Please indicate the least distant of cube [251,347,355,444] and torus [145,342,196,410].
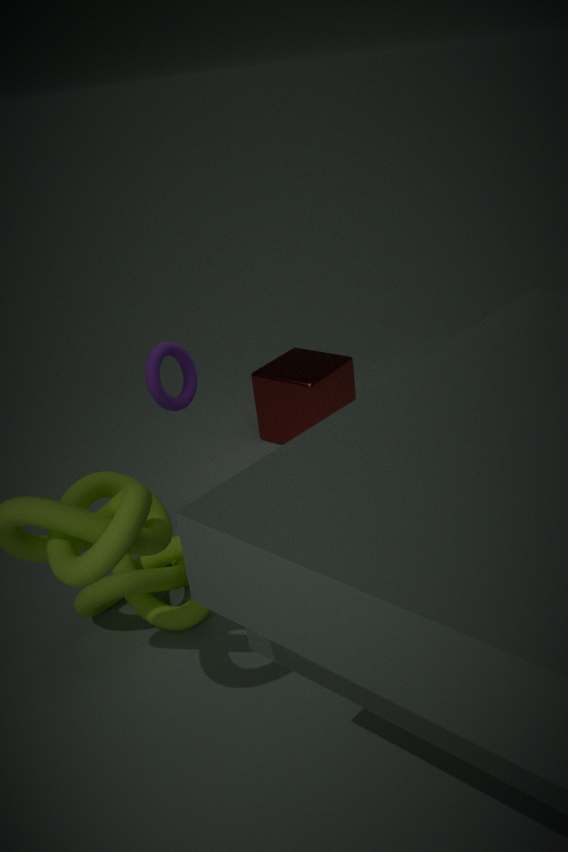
torus [145,342,196,410]
